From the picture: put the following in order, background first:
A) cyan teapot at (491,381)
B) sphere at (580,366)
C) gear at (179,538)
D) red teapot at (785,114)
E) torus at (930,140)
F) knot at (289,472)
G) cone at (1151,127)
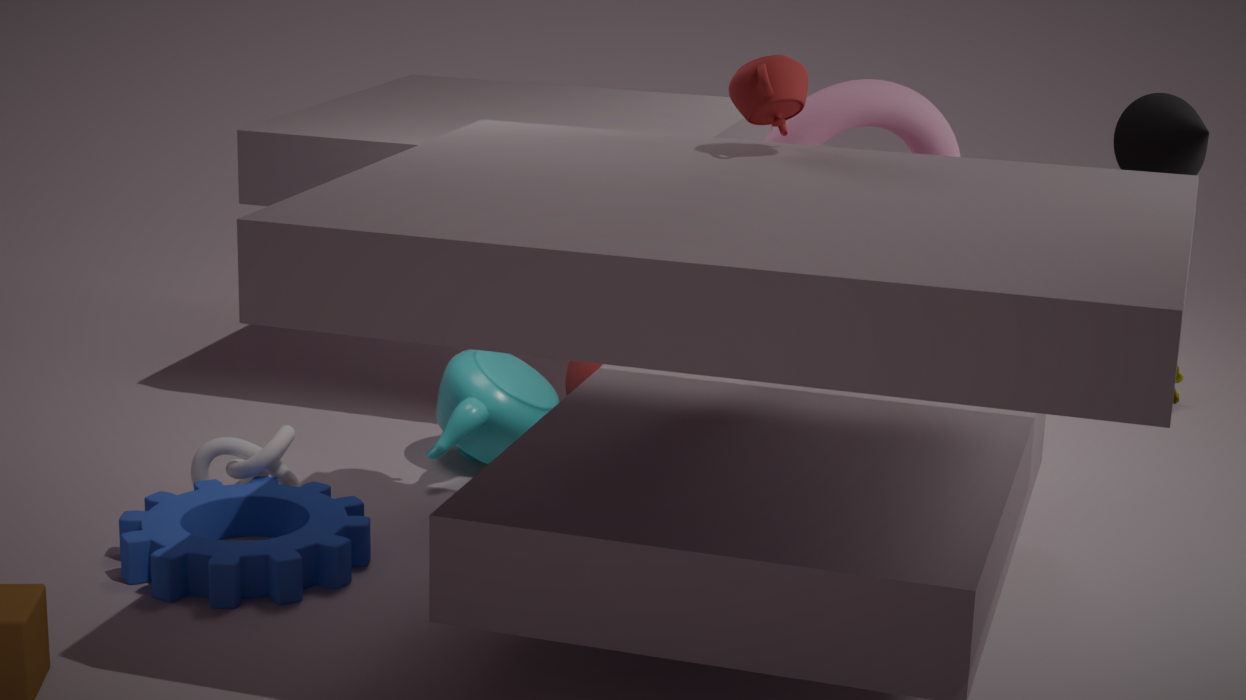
sphere at (580,366), cyan teapot at (491,381), knot at (289,472), torus at (930,140), gear at (179,538), cone at (1151,127), red teapot at (785,114)
